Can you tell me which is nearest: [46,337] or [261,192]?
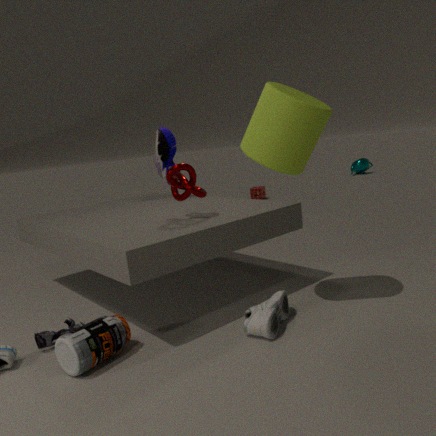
[46,337]
